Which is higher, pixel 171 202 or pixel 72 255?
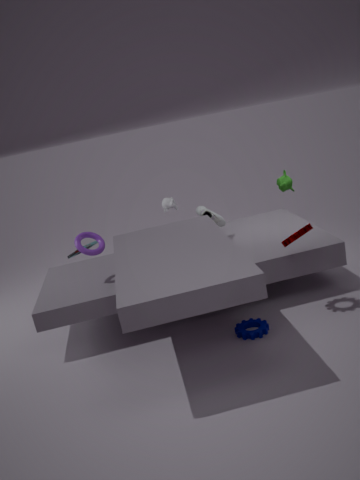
Result: pixel 171 202
